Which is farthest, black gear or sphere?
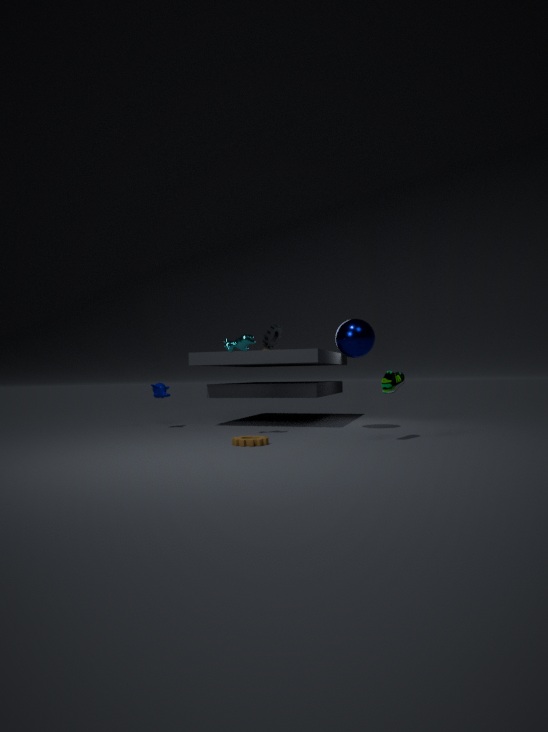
→ black gear
